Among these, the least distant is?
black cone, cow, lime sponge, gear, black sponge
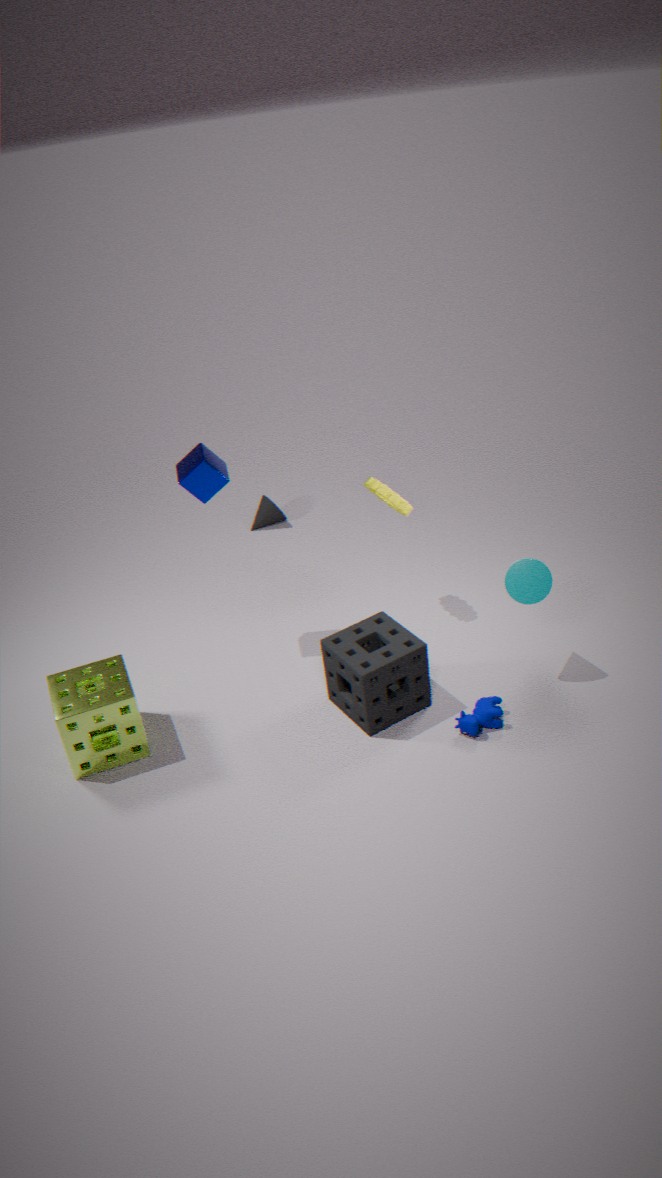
lime sponge
